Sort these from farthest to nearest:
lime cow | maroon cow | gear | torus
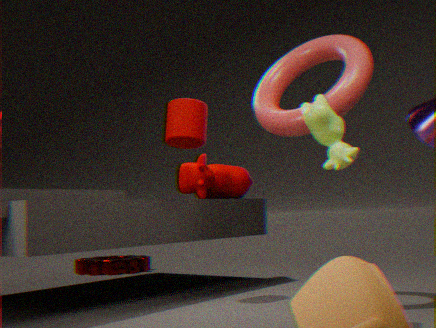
1. gear
2. maroon cow
3. torus
4. lime cow
